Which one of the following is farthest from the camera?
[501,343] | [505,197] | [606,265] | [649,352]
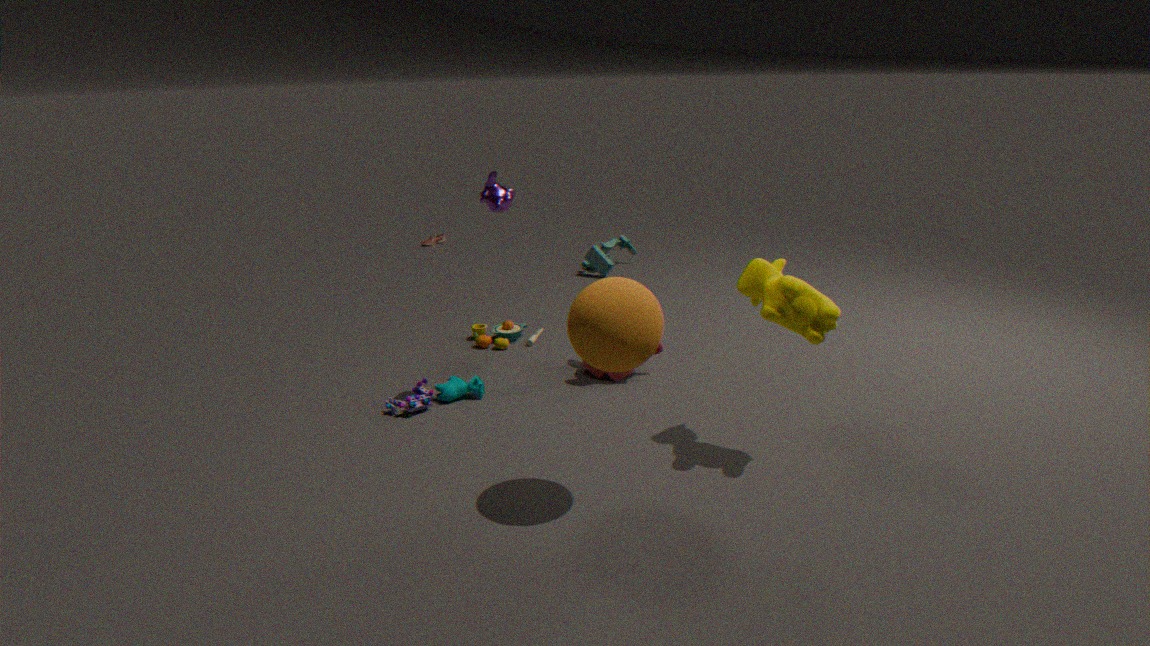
[606,265]
